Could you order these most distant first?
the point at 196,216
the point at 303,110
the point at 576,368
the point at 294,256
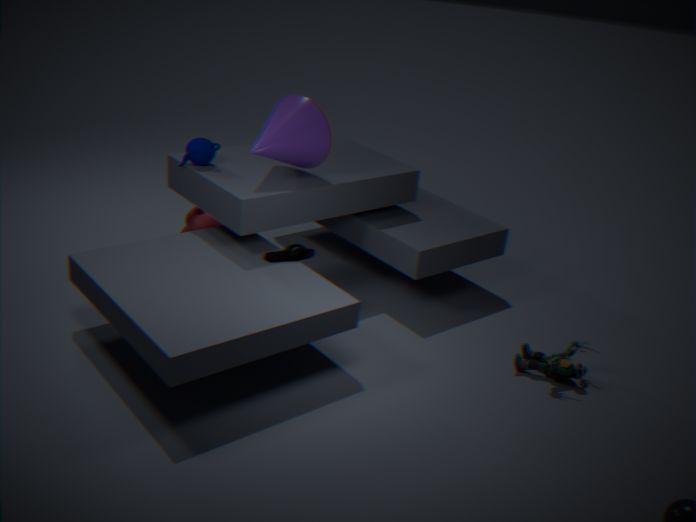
the point at 196,216, the point at 303,110, the point at 294,256, the point at 576,368
